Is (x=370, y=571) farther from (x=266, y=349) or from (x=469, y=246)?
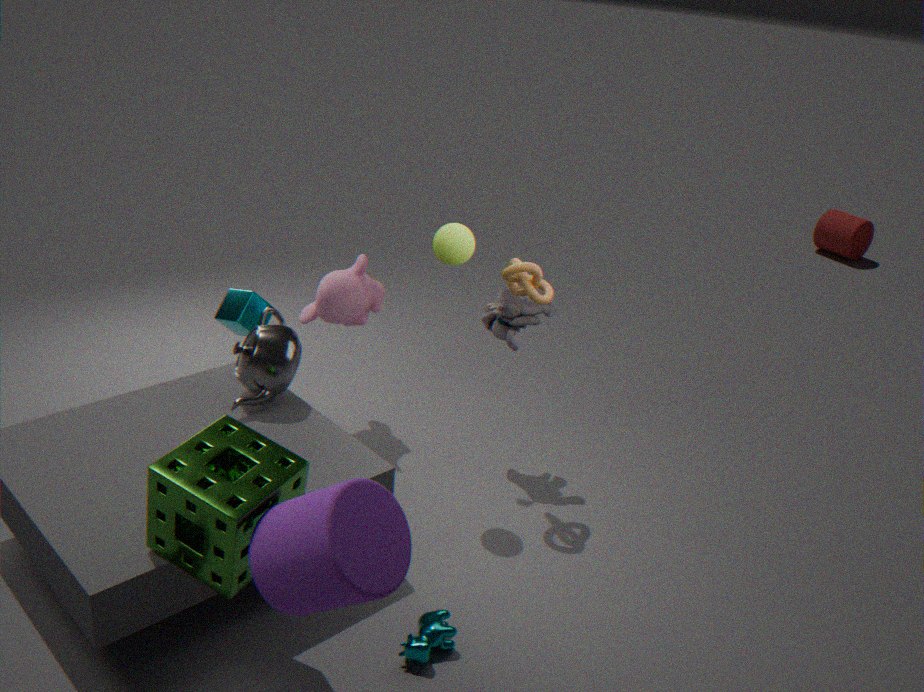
(x=469, y=246)
